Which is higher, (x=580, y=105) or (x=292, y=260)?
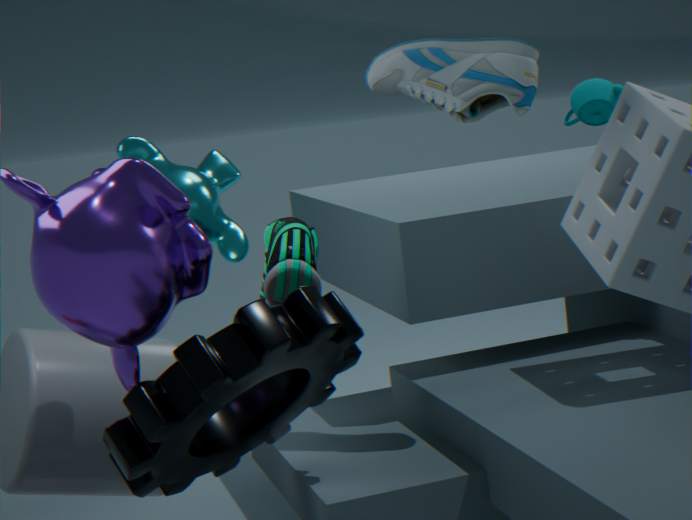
(x=580, y=105)
